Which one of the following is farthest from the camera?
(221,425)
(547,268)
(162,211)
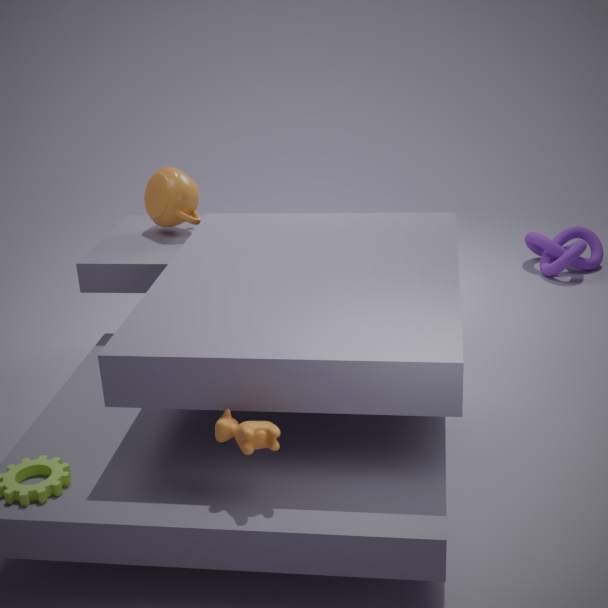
(547,268)
